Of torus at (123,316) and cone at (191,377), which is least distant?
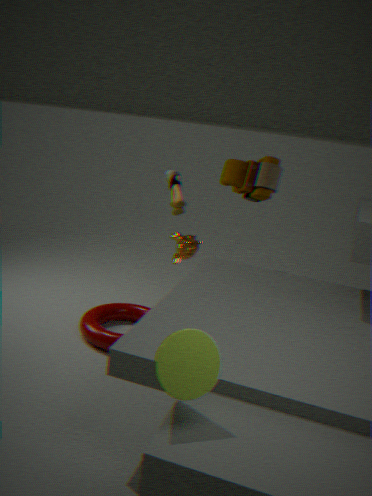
cone at (191,377)
